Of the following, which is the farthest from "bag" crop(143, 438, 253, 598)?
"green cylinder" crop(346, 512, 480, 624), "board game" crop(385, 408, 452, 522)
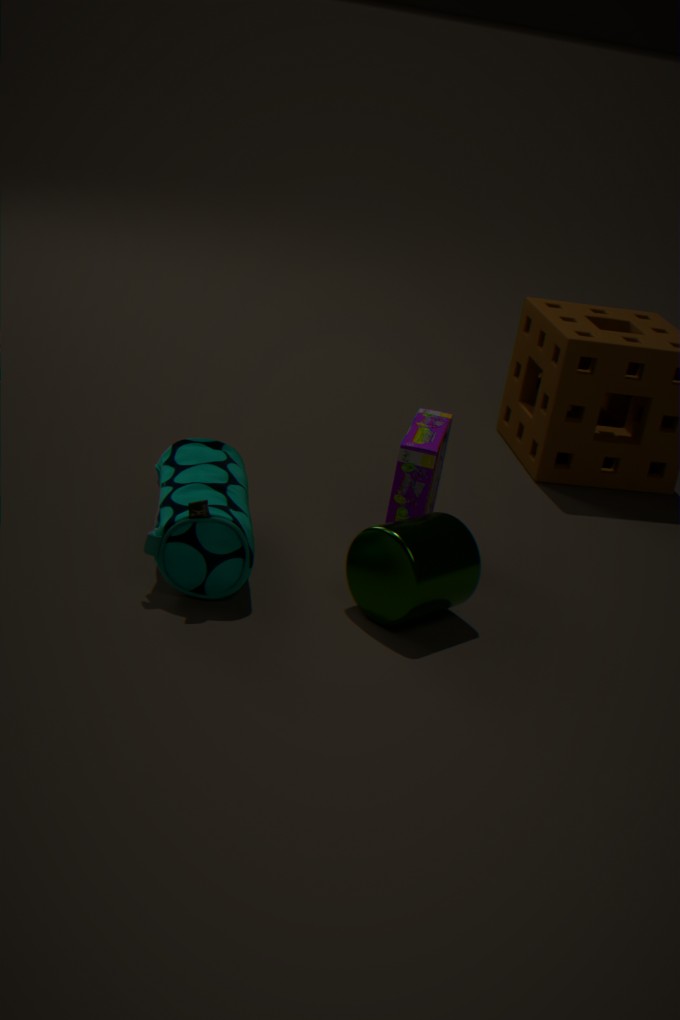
"board game" crop(385, 408, 452, 522)
